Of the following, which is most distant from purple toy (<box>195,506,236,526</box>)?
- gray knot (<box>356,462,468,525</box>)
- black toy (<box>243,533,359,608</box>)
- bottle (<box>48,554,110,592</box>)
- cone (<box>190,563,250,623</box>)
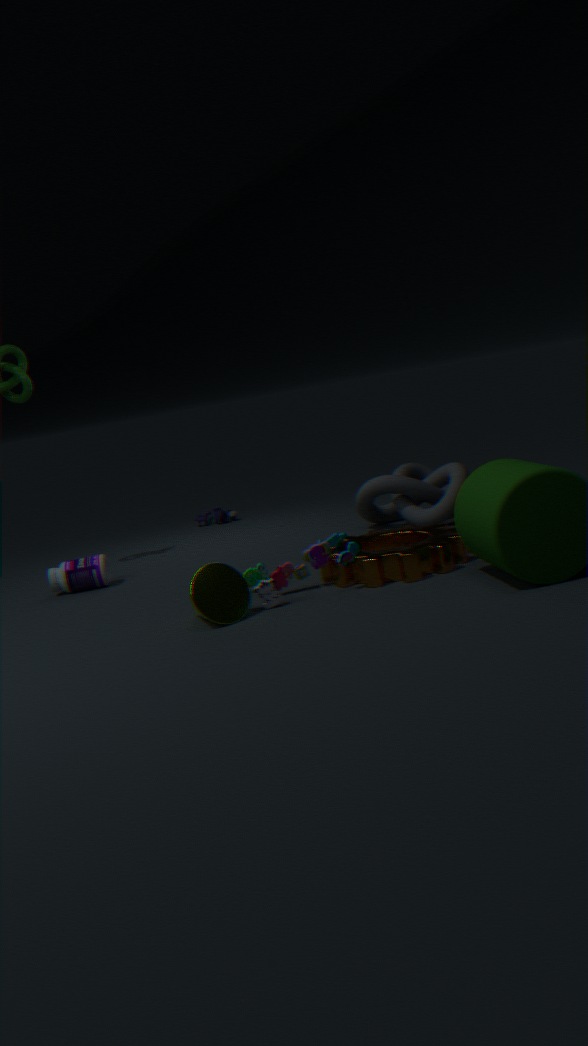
cone (<box>190,563,250,623</box>)
